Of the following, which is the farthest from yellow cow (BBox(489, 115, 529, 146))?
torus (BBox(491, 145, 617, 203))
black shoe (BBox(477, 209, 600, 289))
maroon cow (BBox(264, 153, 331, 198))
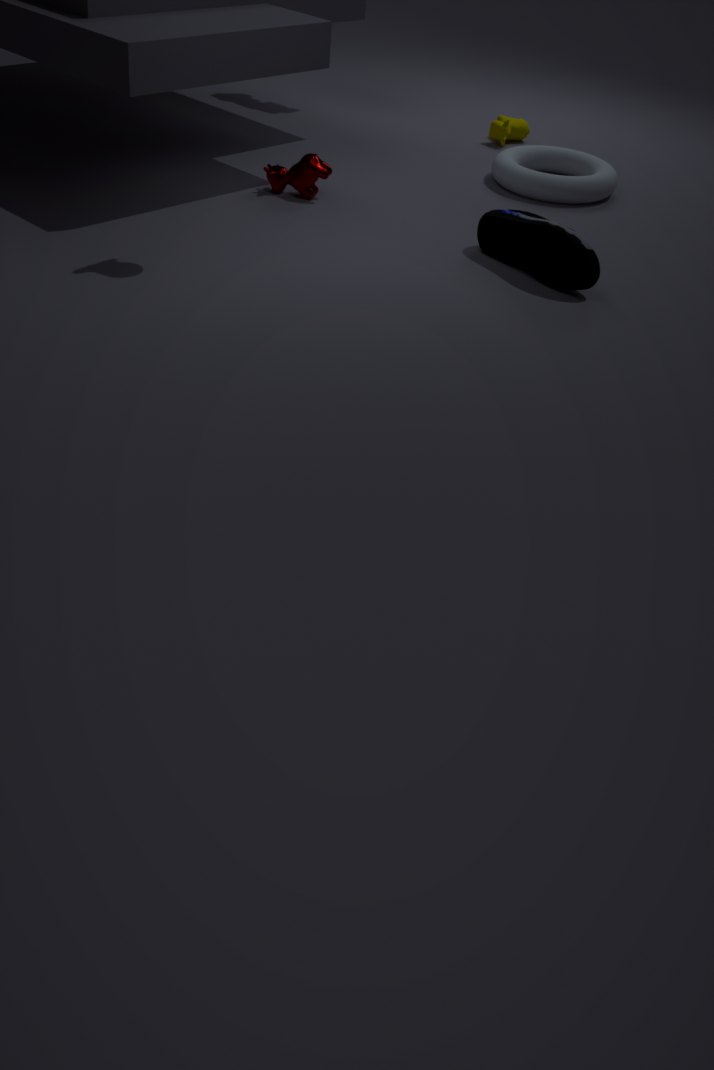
black shoe (BBox(477, 209, 600, 289))
